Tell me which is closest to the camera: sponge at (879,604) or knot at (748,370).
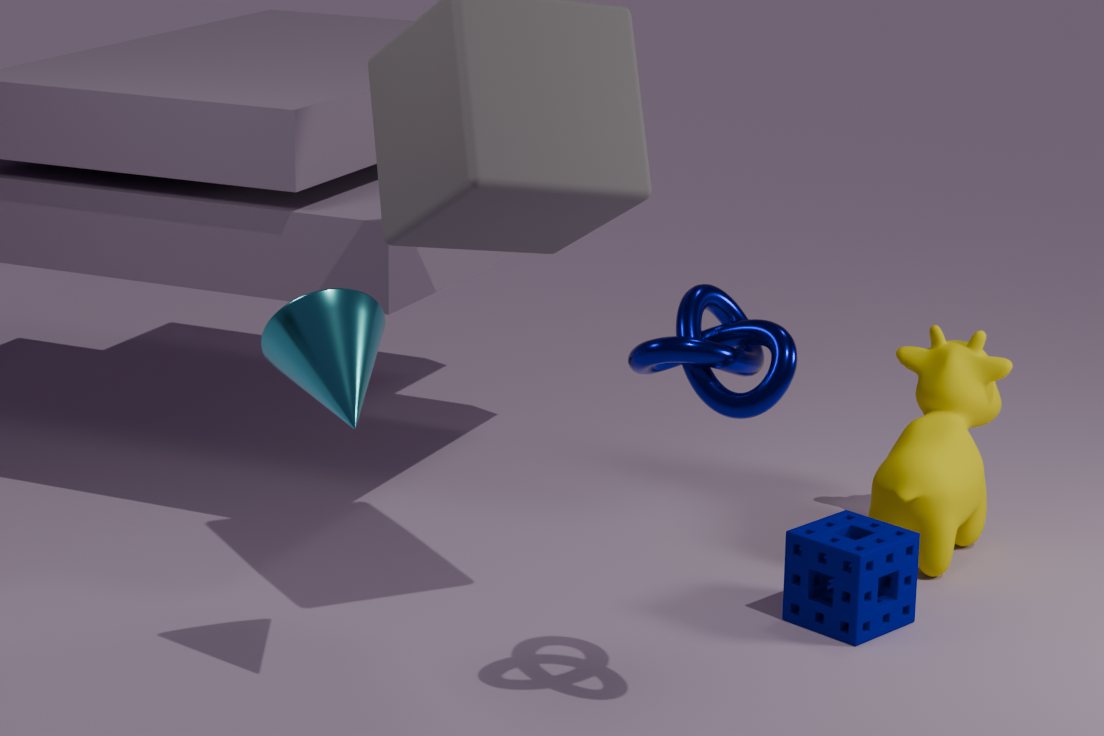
knot at (748,370)
